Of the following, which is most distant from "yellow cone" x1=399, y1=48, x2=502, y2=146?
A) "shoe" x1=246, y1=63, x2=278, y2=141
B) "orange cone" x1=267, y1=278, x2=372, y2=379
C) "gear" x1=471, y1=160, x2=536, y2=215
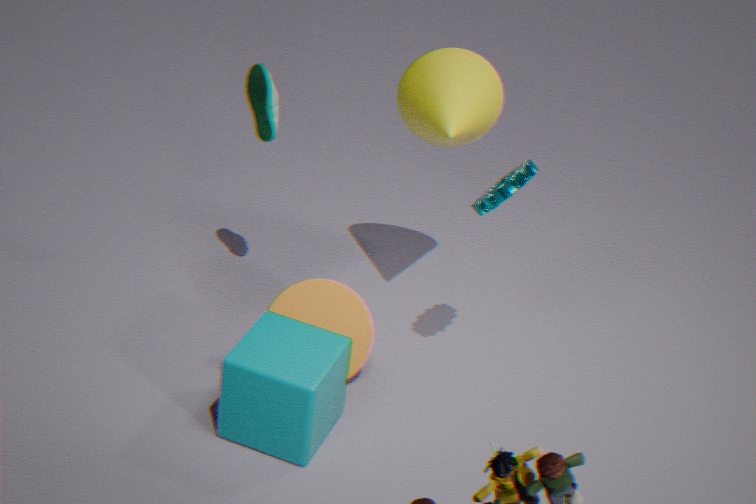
"orange cone" x1=267, y1=278, x2=372, y2=379
